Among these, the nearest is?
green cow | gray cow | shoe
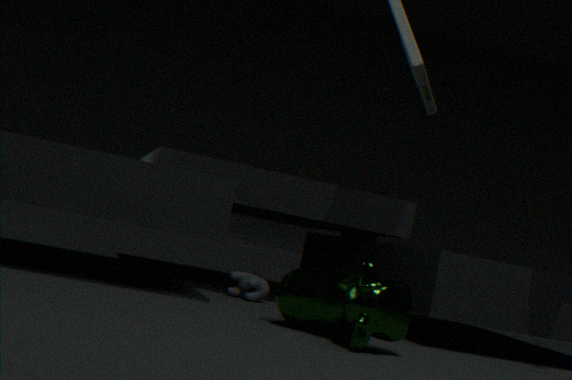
green cow
